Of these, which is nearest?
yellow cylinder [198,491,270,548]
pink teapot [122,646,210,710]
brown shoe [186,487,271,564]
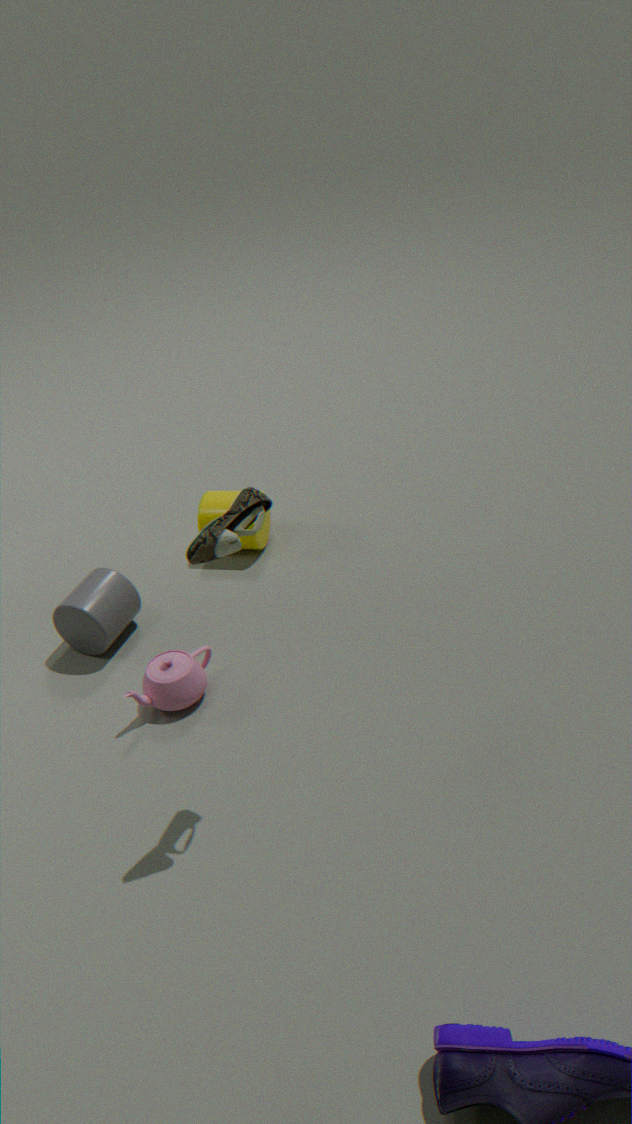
brown shoe [186,487,271,564]
